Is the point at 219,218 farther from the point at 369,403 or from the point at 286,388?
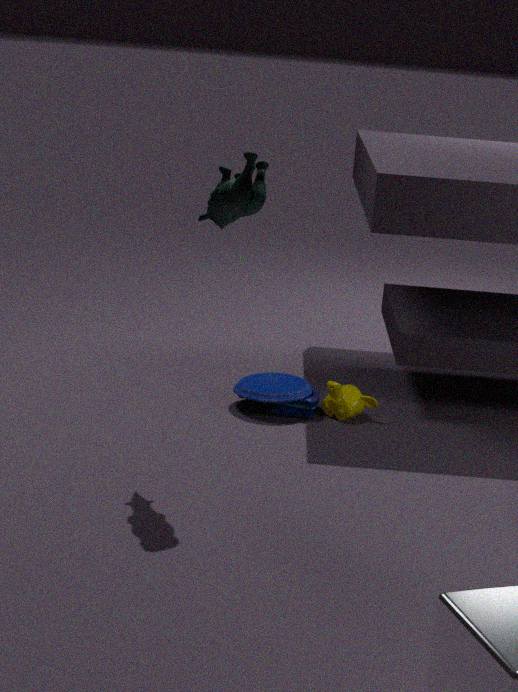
the point at 369,403
